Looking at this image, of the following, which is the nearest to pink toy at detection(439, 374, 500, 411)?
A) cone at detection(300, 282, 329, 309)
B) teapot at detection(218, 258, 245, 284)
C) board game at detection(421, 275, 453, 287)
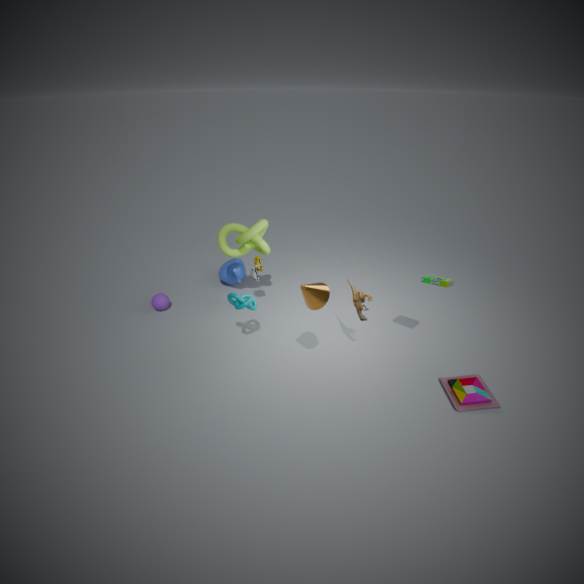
board game at detection(421, 275, 453, 287)
